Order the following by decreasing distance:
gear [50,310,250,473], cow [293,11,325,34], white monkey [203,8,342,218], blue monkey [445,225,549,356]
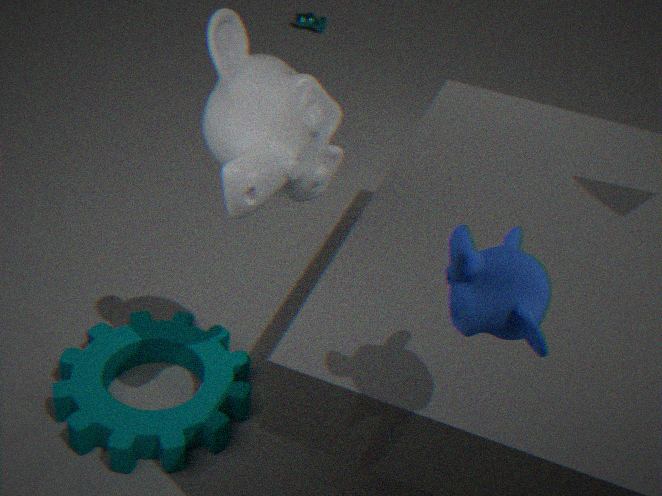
cow [293,11,325,34] < gear [50,310,250,473] < white monkey [203,8,342,218] < blue monkey [445,225,549,356]
